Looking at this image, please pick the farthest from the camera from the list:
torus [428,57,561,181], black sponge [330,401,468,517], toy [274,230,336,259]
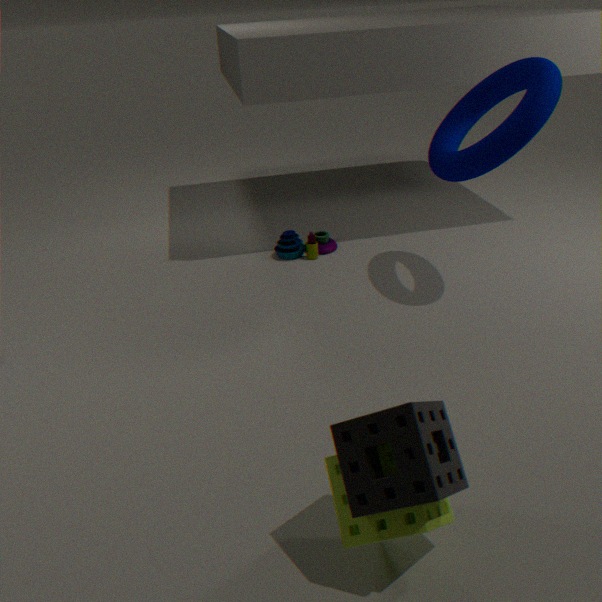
toy [274,230,336,259]
